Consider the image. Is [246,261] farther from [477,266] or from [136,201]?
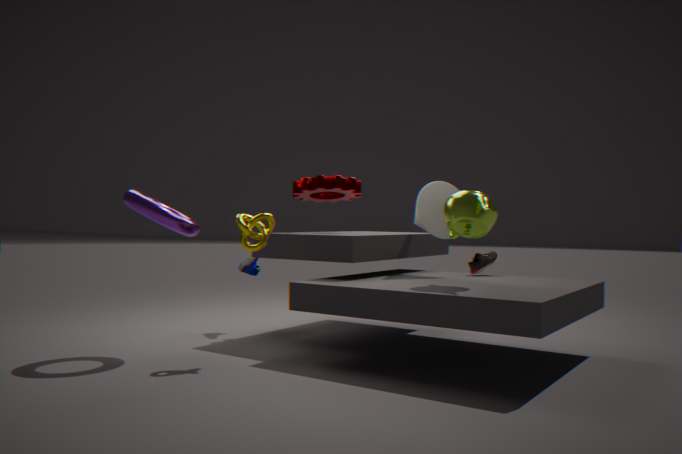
[477,266]
